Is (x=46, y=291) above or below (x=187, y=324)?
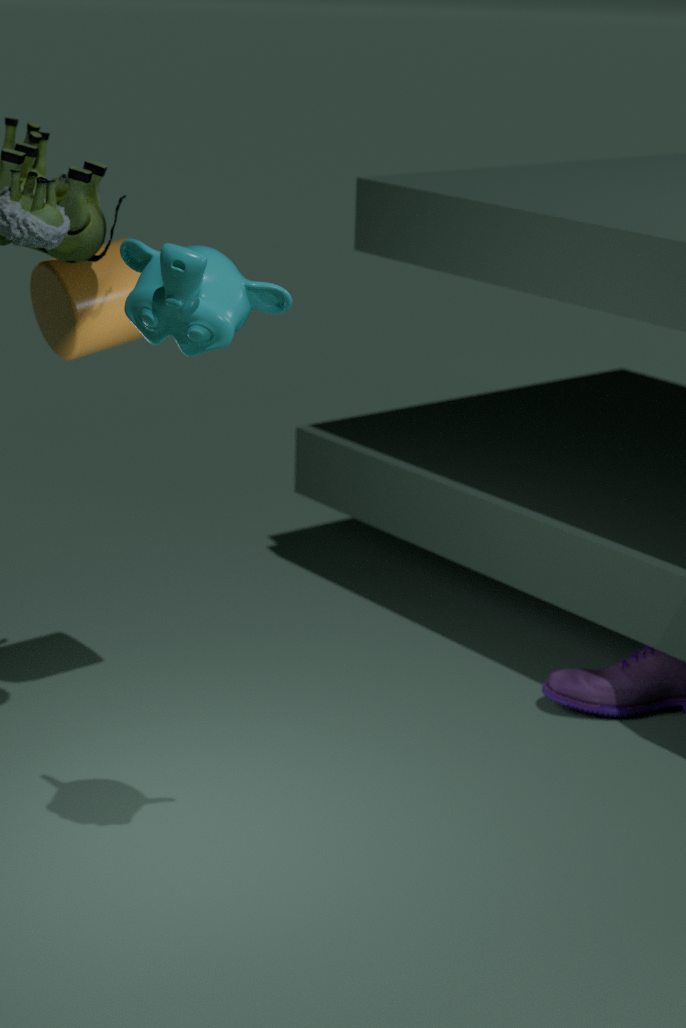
below
